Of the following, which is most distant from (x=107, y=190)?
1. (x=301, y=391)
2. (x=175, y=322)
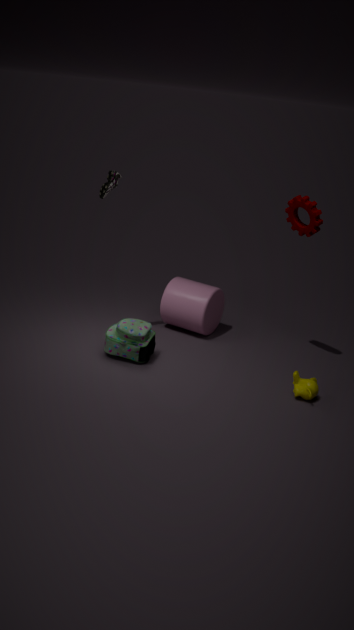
(x=301, y=391)
